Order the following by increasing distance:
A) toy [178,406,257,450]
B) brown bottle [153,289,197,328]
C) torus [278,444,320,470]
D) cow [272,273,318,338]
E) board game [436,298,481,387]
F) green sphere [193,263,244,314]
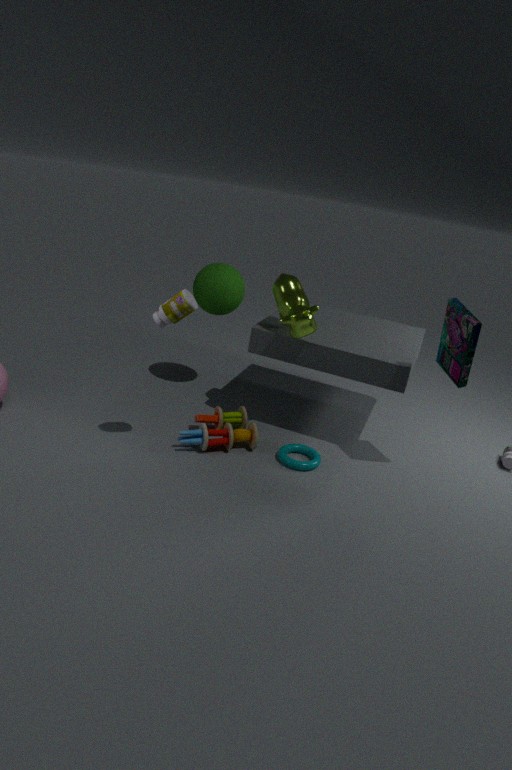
1. brown bottle [153,289,197,328]
2. board game [436,298,481,387]
3. cow [272,273,318,338]
4. toy [178,406,257,450]
5. torus [278,444,320,470]
6. green sphere [193,263,244,314]
